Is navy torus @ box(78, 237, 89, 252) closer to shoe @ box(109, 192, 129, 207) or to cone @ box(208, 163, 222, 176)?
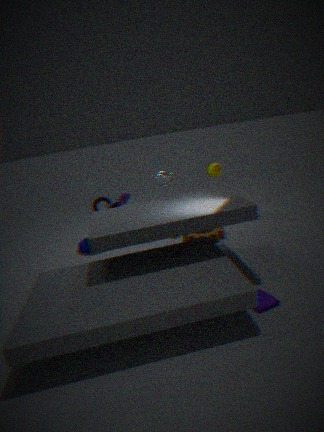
shoe @ box(109, 192, 129, 207)
